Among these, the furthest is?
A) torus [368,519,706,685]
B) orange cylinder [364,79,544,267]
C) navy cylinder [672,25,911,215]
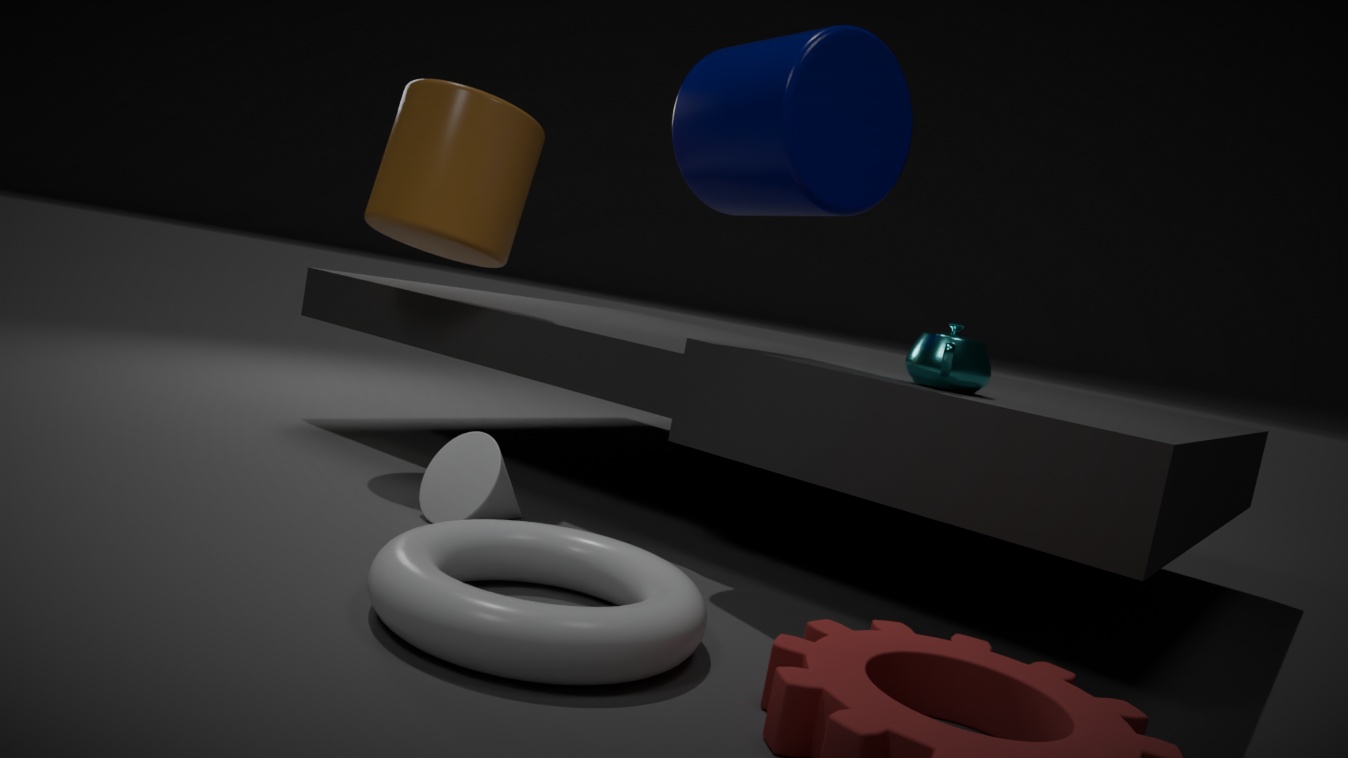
orange cylinder [364,79,544,267]
